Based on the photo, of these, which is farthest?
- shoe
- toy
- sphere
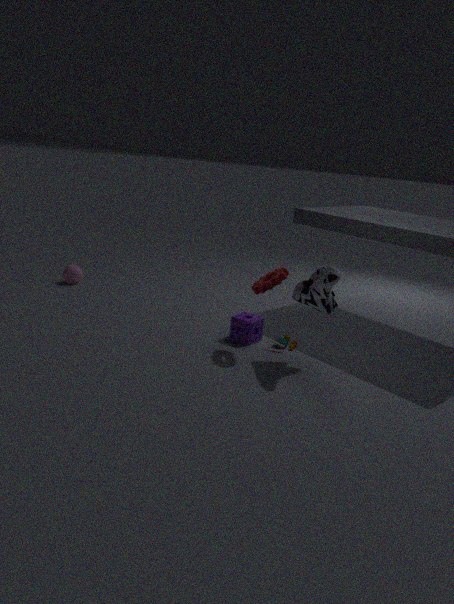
sphere
